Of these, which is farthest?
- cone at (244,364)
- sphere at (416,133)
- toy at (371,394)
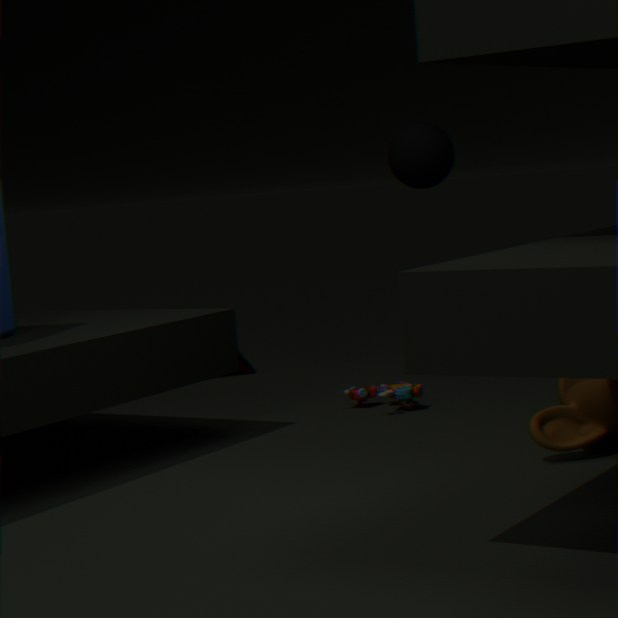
cone at (244,364)
